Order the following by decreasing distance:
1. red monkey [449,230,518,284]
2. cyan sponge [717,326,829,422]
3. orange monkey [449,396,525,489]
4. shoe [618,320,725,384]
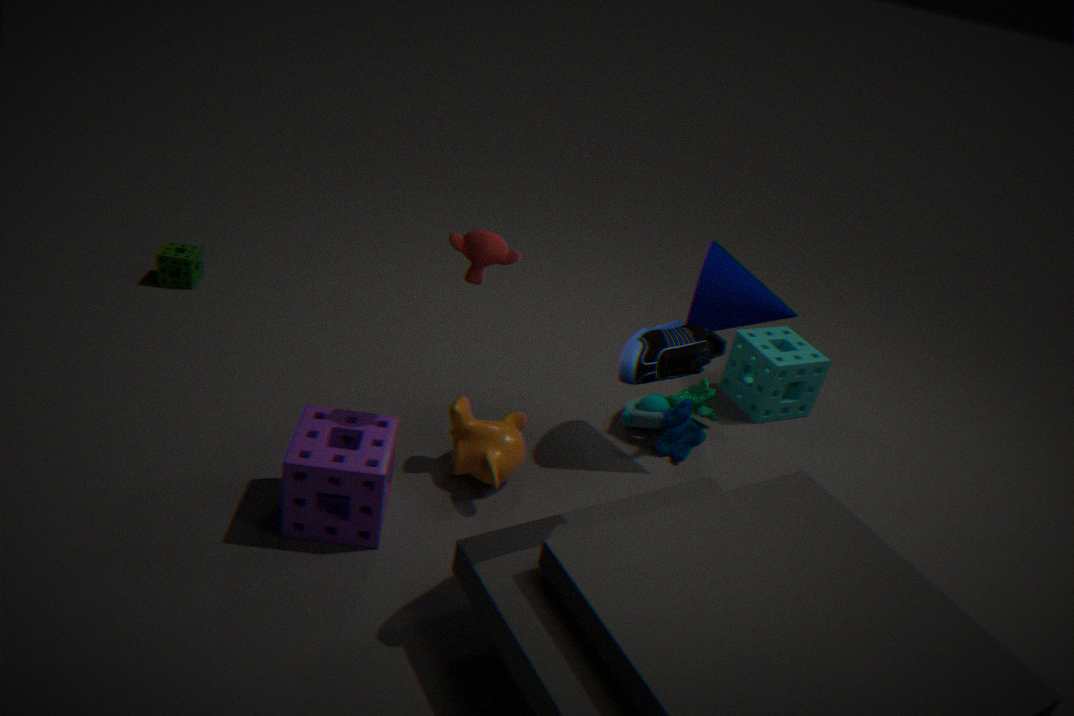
cyan sponge [717,326,829,422]
orange monkey [449,396,525,489]
red monkey [449,230,518,284]
shoe [618,320,725,384]
